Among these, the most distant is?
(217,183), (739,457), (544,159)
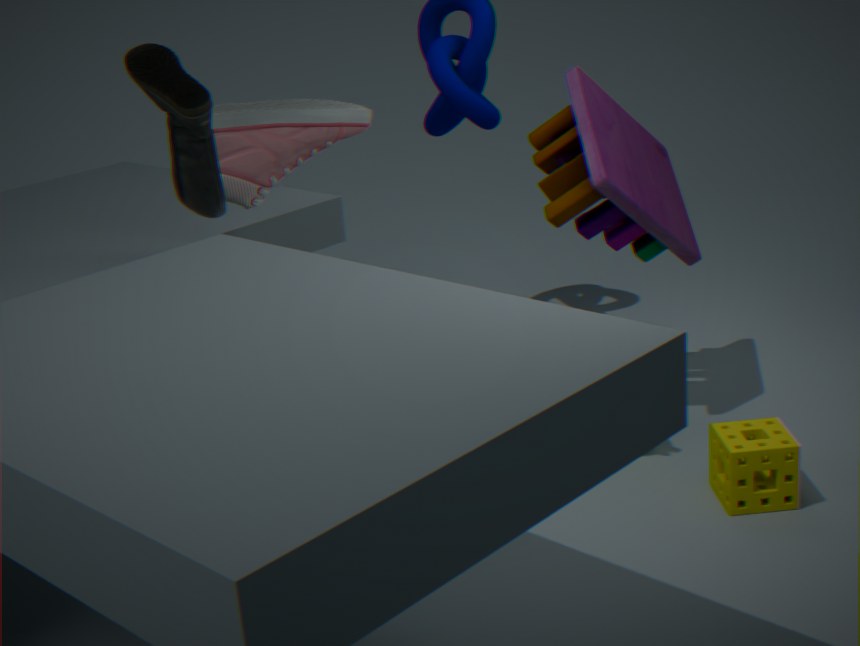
(544,159)
